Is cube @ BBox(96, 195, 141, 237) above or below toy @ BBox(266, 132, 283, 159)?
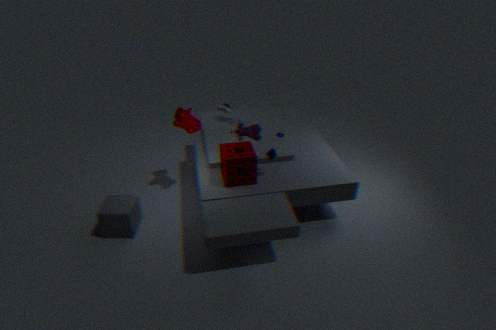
below
